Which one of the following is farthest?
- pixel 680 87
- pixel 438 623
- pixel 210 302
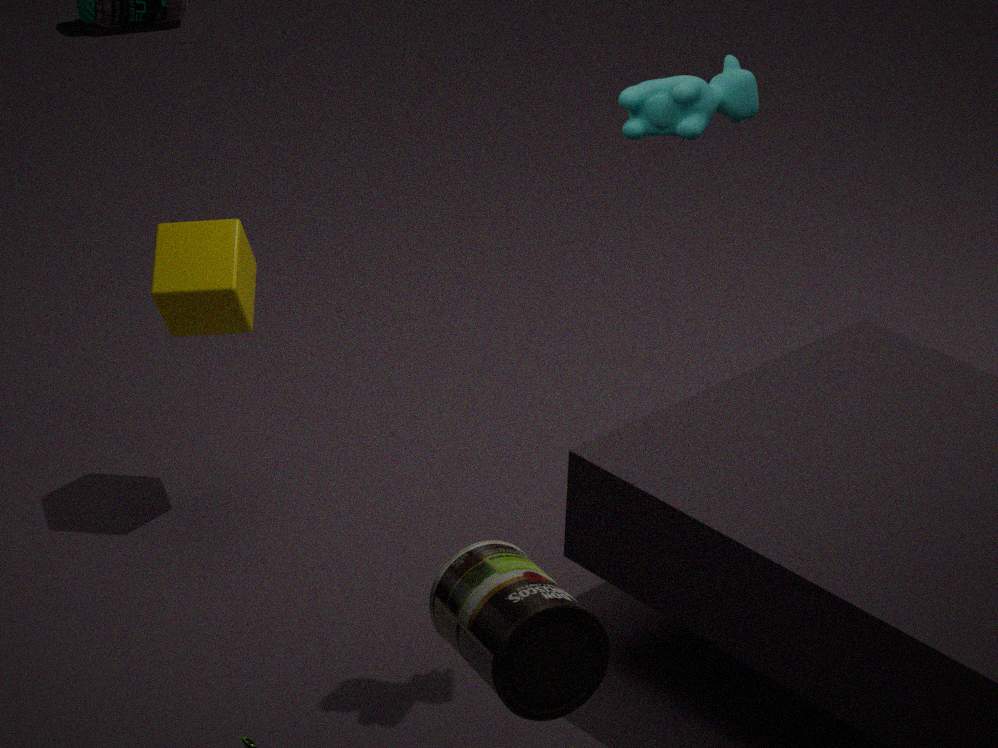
pixel 210 302
